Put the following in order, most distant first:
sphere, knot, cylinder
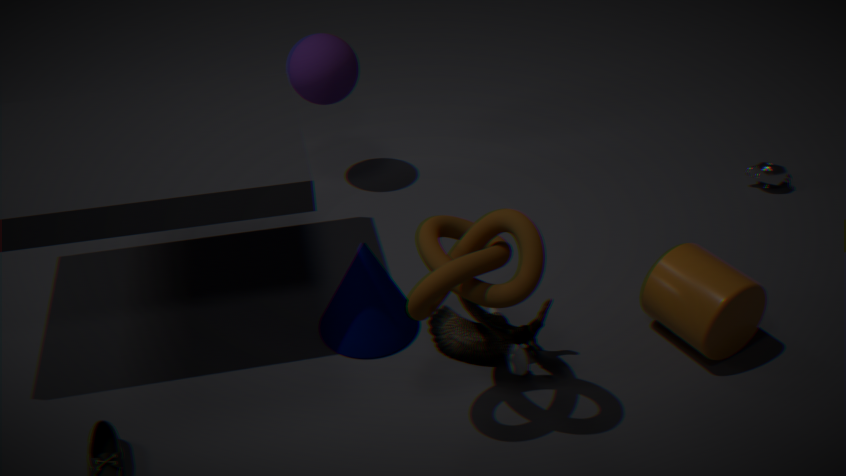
sphere
cylinder
knot
